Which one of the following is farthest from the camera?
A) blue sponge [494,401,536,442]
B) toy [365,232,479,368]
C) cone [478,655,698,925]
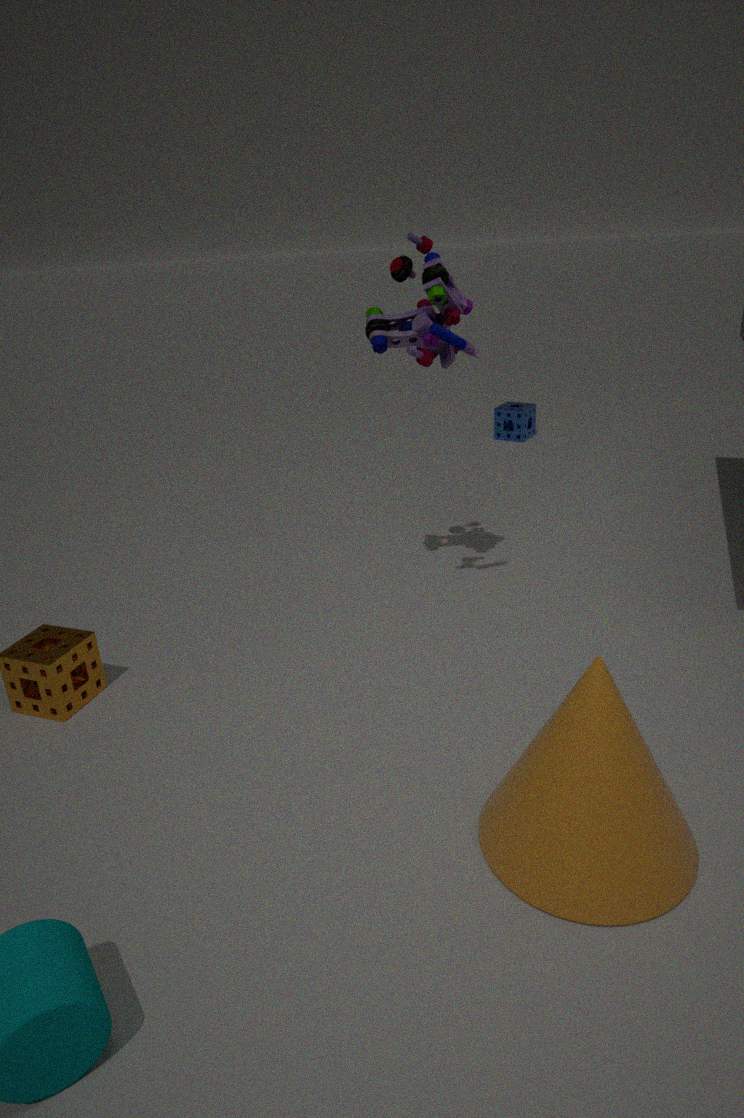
blue sponge [494,401,536,442]
